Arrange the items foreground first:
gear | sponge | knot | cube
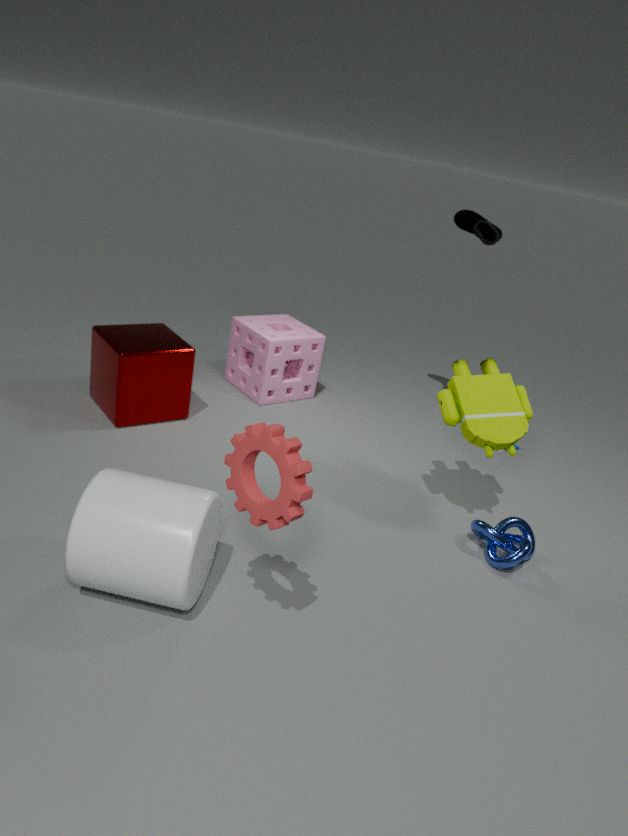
gear
knot
cube
sponge
